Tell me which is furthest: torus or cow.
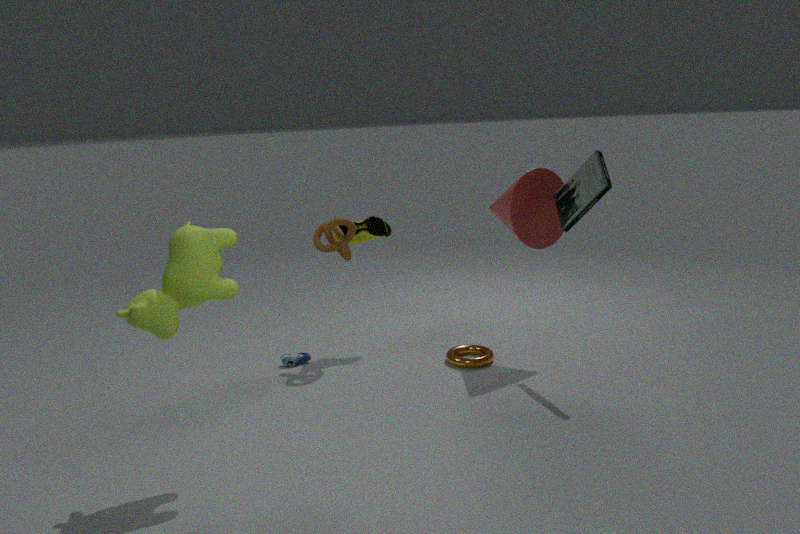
torus
